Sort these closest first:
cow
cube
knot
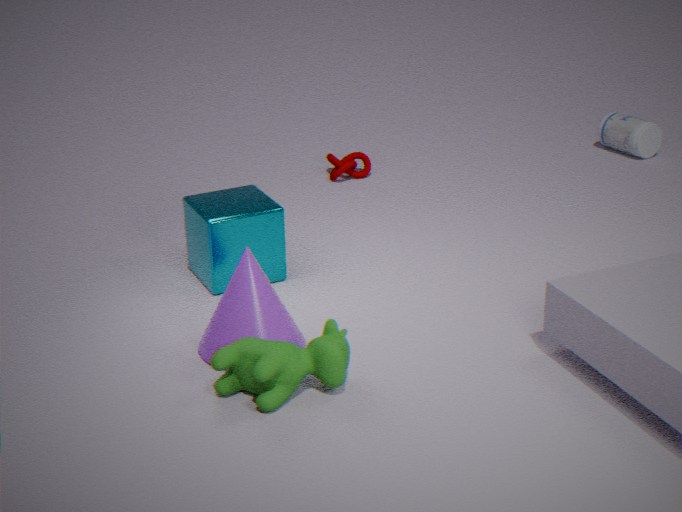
cow < cube < knot
